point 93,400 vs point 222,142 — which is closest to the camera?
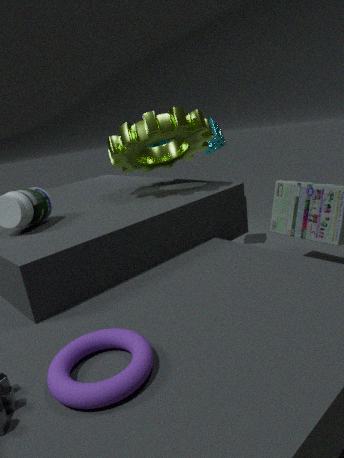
point 93,400
